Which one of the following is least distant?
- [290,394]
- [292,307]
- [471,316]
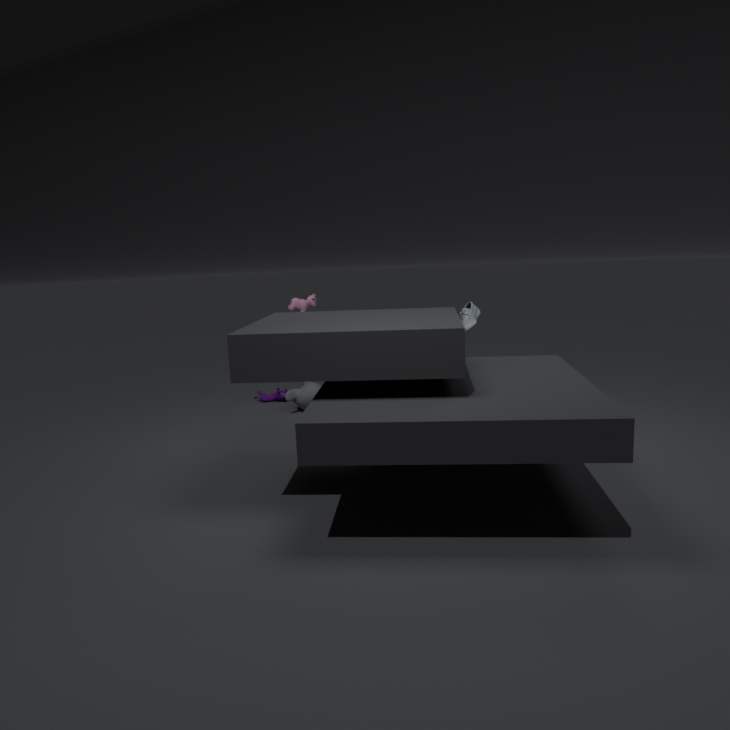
[471,316]
